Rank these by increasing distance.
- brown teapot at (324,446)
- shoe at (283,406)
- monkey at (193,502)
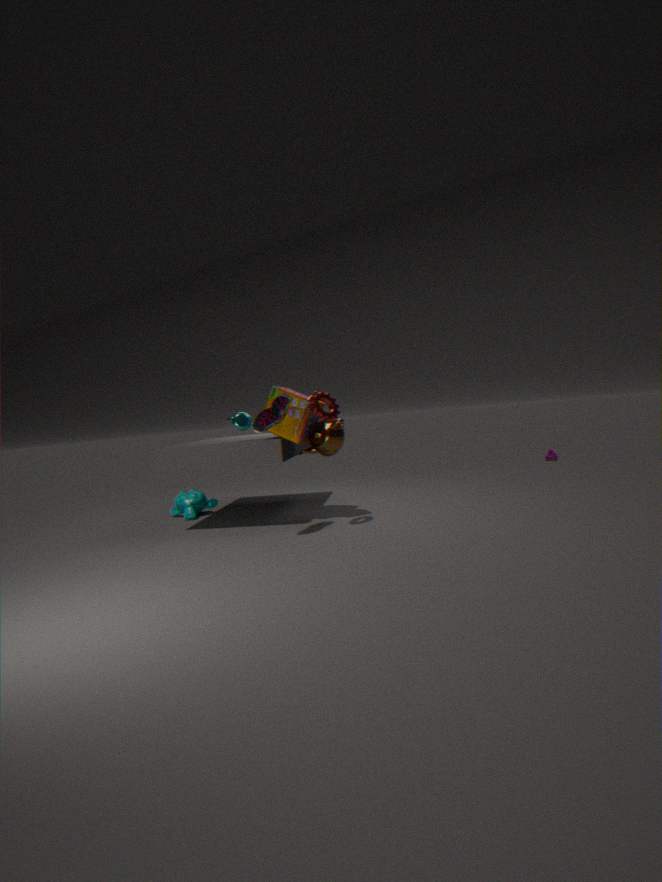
shoe at (283,406), brown teapot at (324,446), monkey at (193,502)
